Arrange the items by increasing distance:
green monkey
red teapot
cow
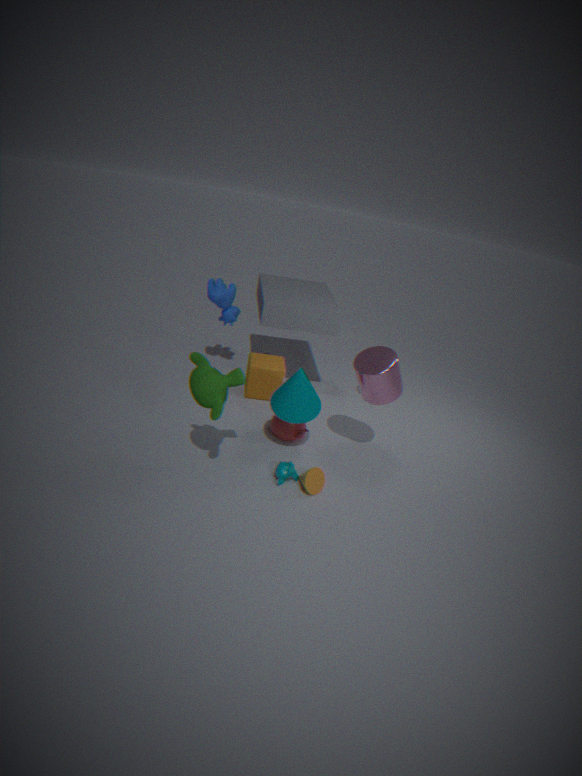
1. green monkey
2. red teapot
3. cow
